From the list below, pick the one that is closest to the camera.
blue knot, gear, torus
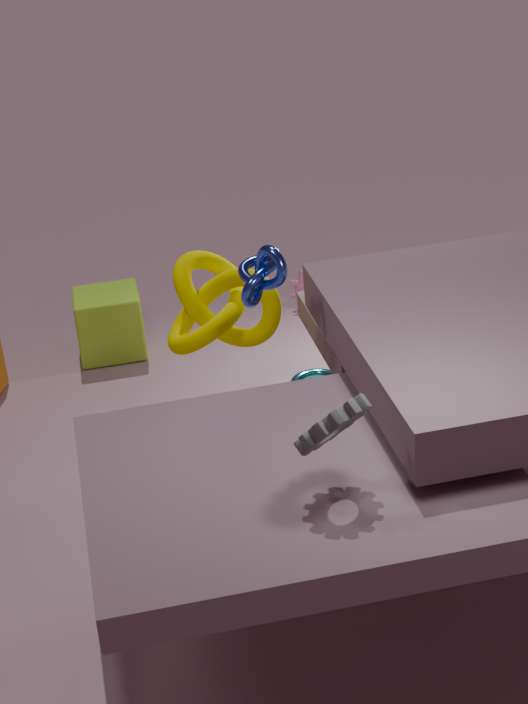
gear
